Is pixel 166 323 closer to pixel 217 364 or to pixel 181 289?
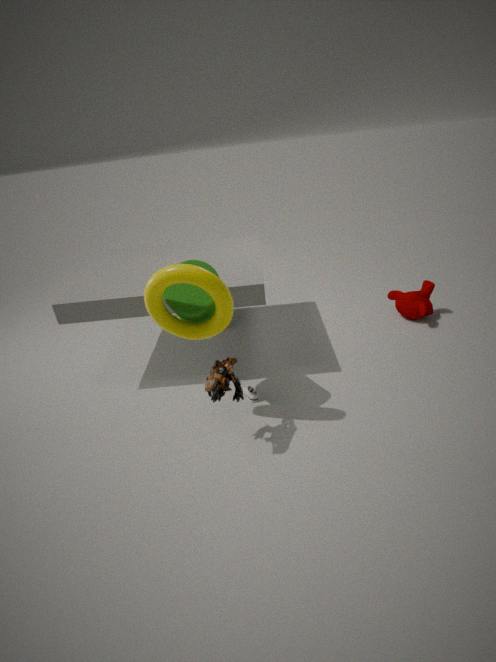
pixel 181 289
